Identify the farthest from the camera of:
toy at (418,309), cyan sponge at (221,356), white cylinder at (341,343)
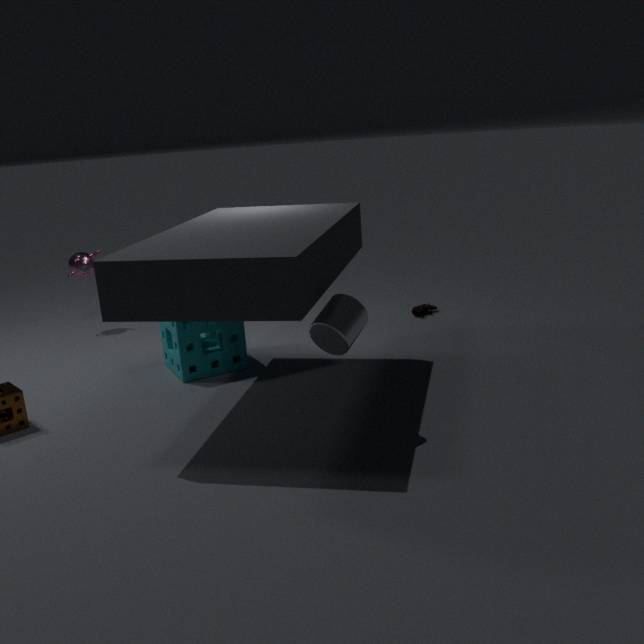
toy at (418,309)
